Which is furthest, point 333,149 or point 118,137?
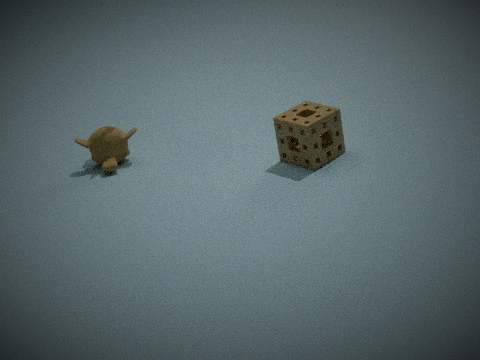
point 118,137
